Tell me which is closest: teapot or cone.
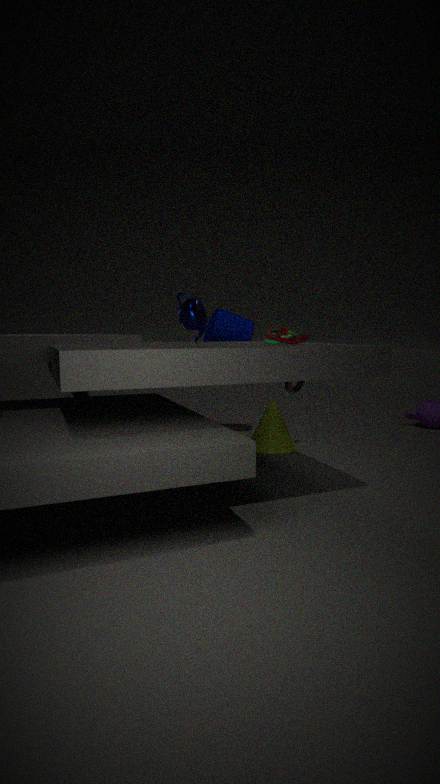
teapot
